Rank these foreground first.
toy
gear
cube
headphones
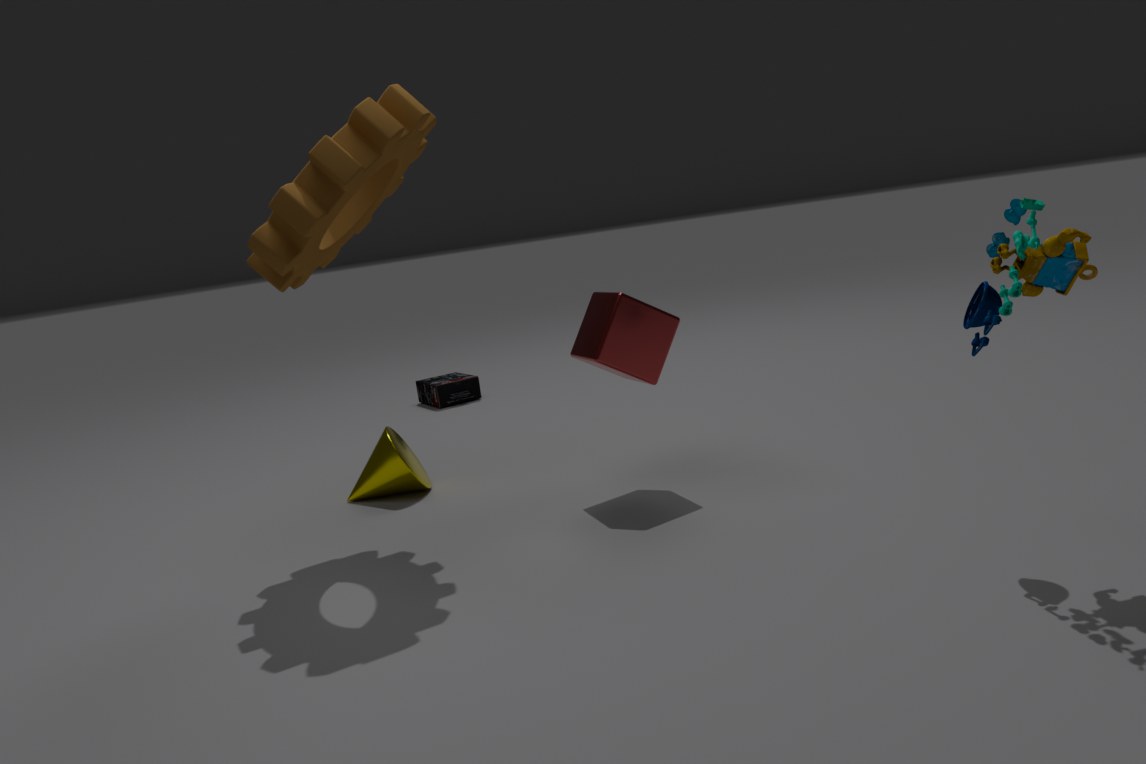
toy
gear
cube
headphones
